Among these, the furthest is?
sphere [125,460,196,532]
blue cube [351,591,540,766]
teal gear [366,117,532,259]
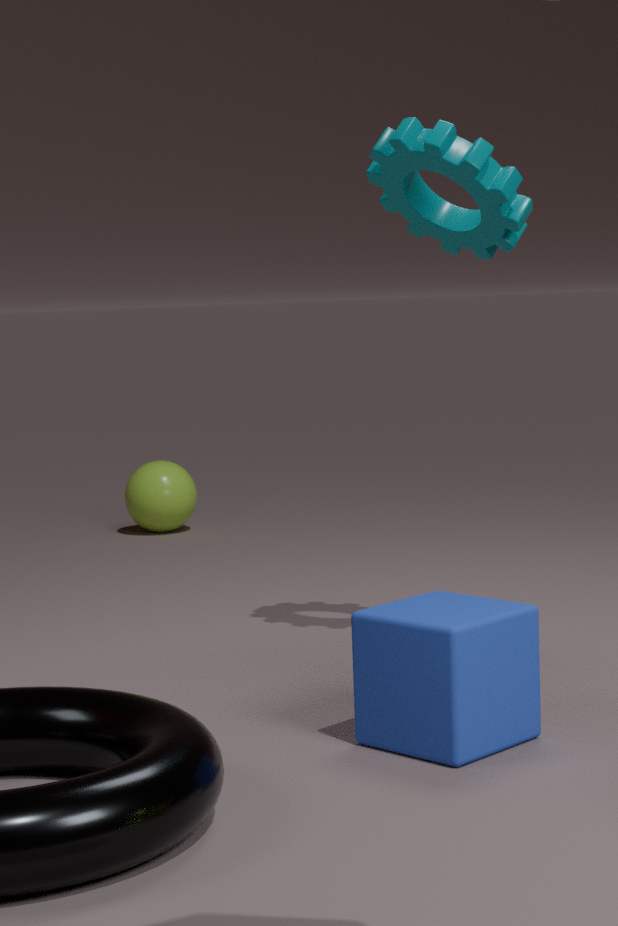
sphere [125,460,196,532]
